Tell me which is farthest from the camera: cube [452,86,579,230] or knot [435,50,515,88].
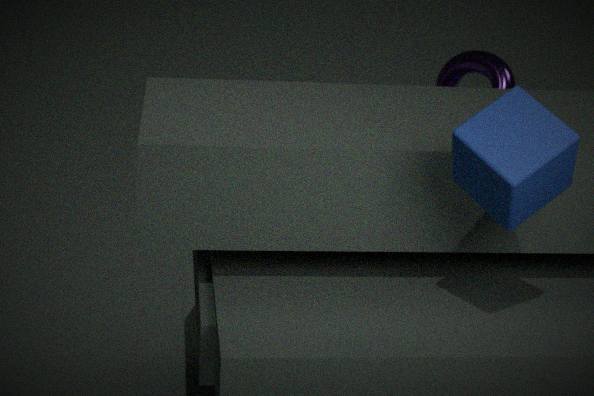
knot [435,50,515,88]
